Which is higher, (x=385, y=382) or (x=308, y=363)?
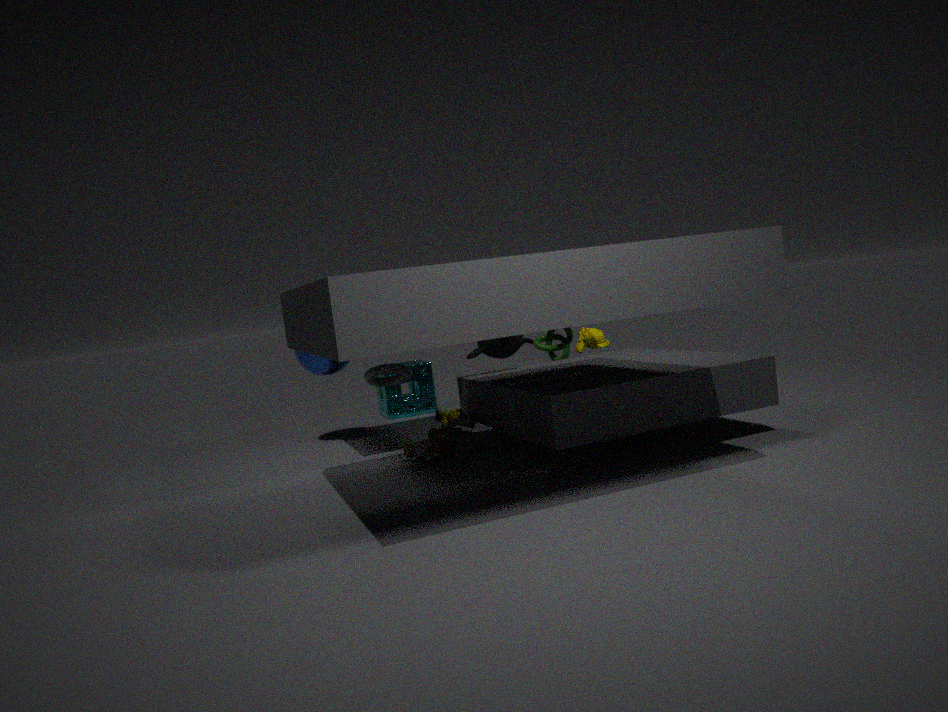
(x=308, y=363)
